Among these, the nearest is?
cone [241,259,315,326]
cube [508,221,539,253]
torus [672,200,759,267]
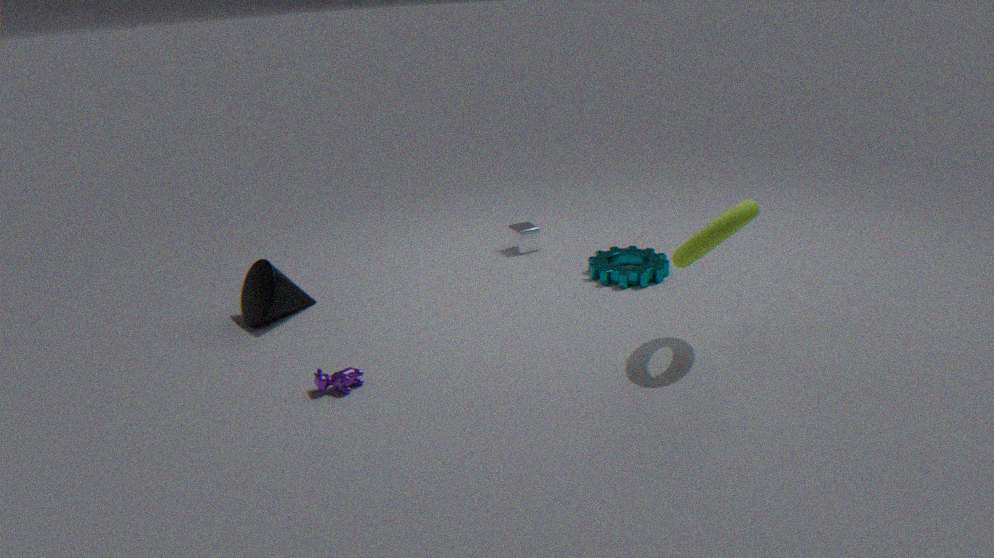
torus [672,200,759,267]
